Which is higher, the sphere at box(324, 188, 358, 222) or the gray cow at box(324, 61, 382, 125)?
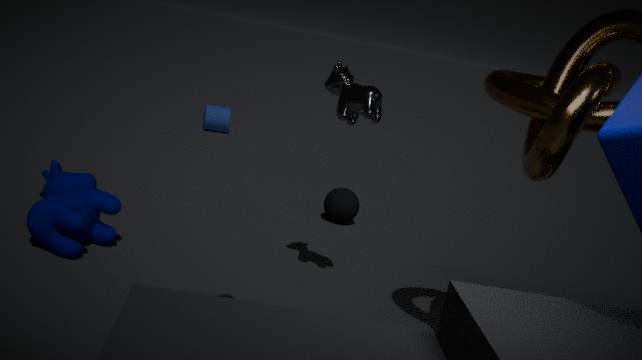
the gray cow at box(324, 61, 382, 125)
